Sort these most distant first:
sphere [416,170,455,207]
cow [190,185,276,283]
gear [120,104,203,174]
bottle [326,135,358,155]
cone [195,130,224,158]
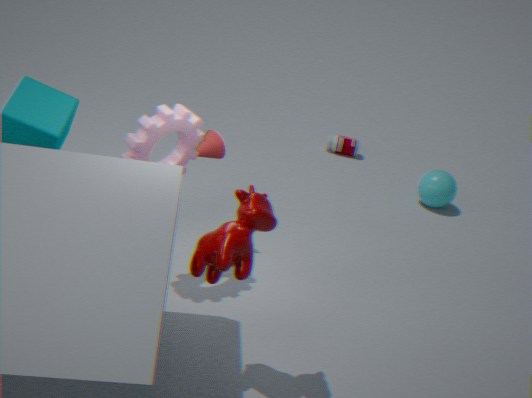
bottle [326,135,358,155], sphere [416,170,455,207], cone [195,130,224,158], gear [120,104,203,174], cow [190,185,276,283]
